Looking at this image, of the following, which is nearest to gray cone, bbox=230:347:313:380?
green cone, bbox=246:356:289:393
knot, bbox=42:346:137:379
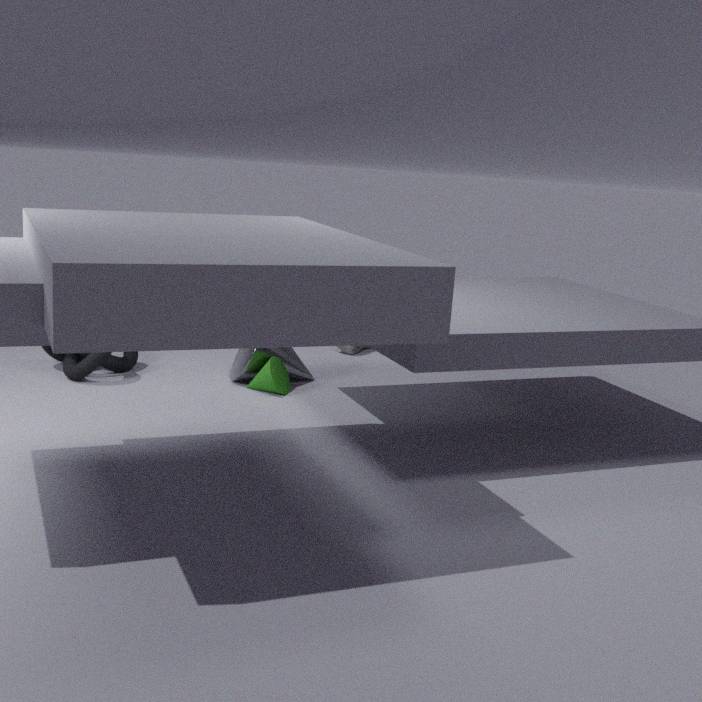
green cone, bbox=246:356:289:393
